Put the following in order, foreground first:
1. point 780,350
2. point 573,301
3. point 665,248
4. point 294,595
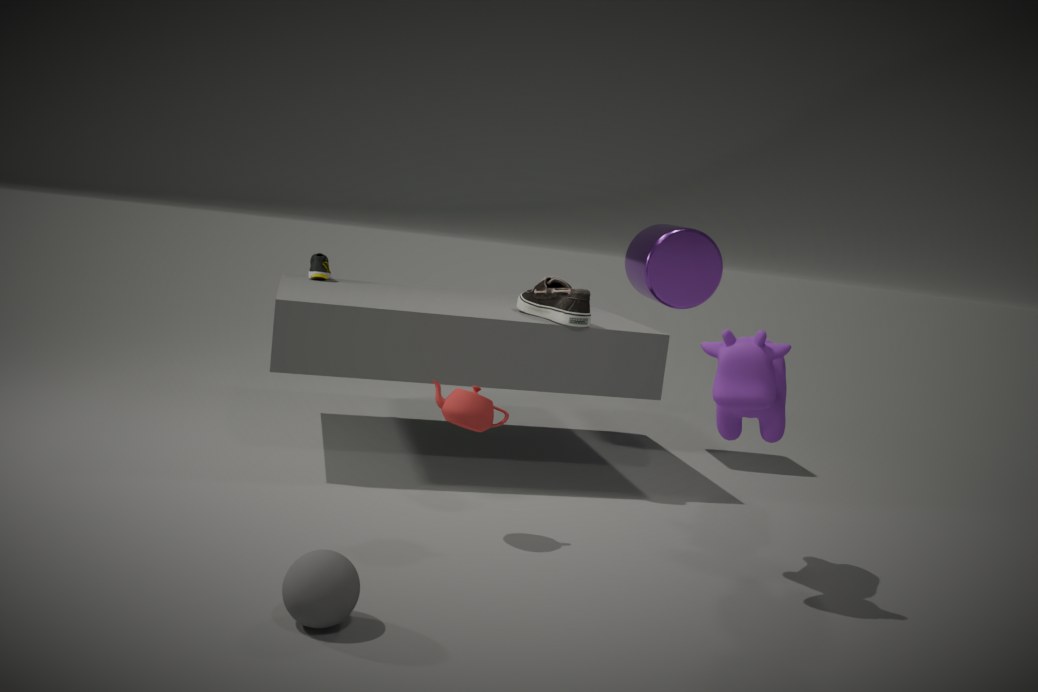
point 294,595 → point 780,350 → point 573,301 → point 665,248
